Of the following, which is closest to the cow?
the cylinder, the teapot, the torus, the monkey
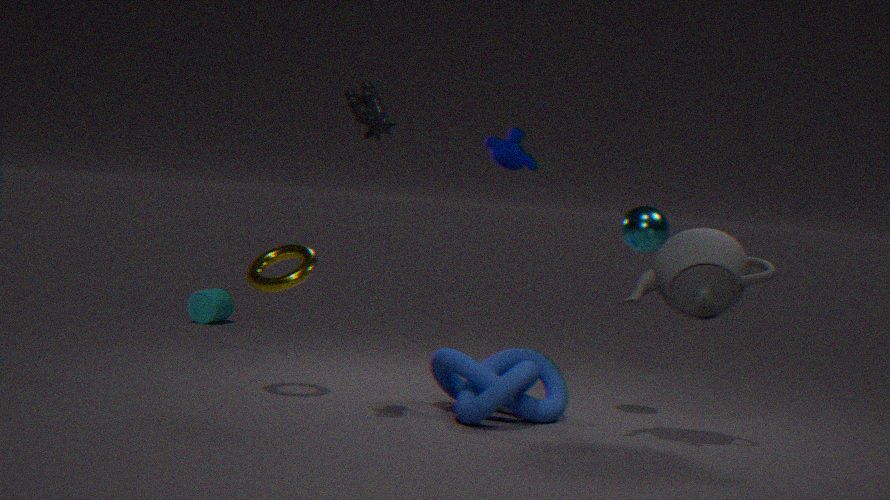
the torus
